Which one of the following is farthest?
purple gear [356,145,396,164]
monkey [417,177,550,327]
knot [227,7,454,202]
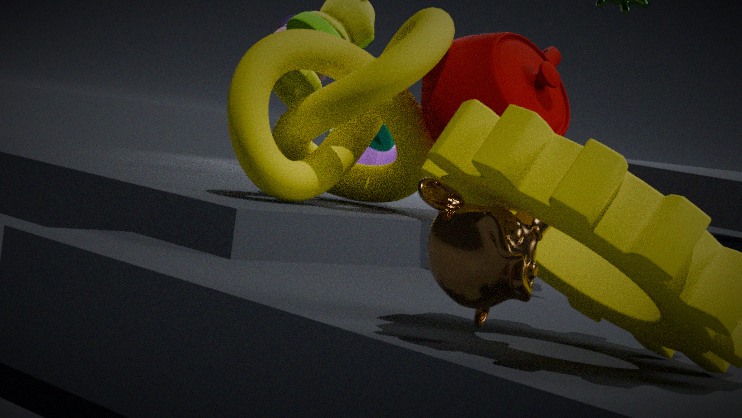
purple gear [356,145,396,164]
